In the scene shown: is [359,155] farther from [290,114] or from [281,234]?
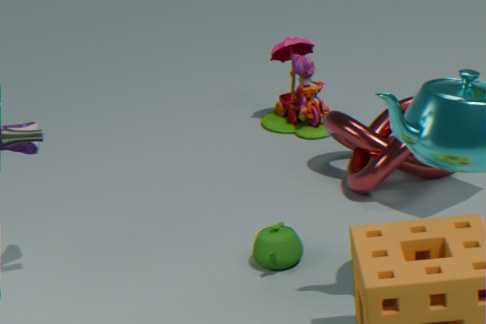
[281,234]
